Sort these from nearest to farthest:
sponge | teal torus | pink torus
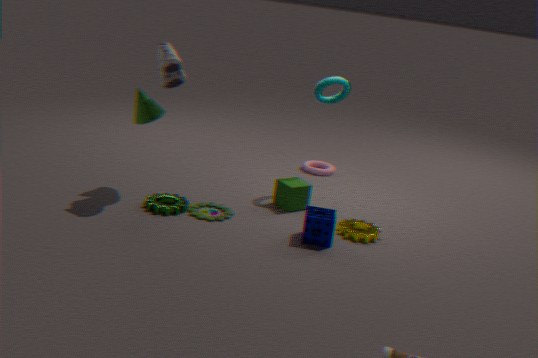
1. sponge
2. teal torus
3. pink torus
